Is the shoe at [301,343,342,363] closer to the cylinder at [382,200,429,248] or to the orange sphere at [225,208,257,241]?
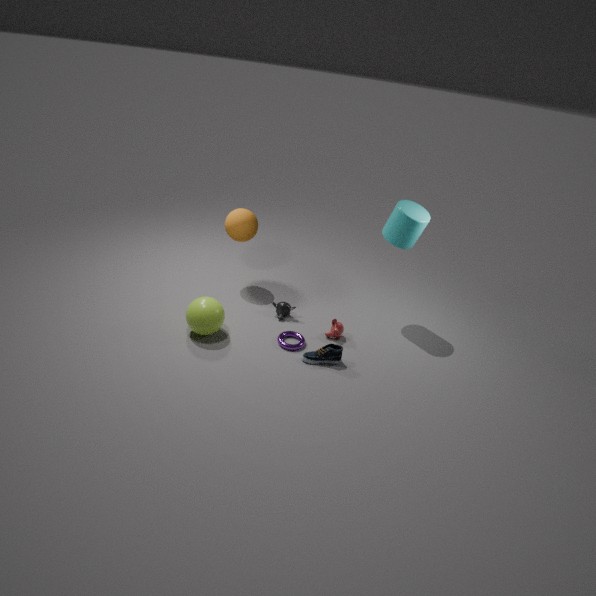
the cylinder at [382,200,429,248]
